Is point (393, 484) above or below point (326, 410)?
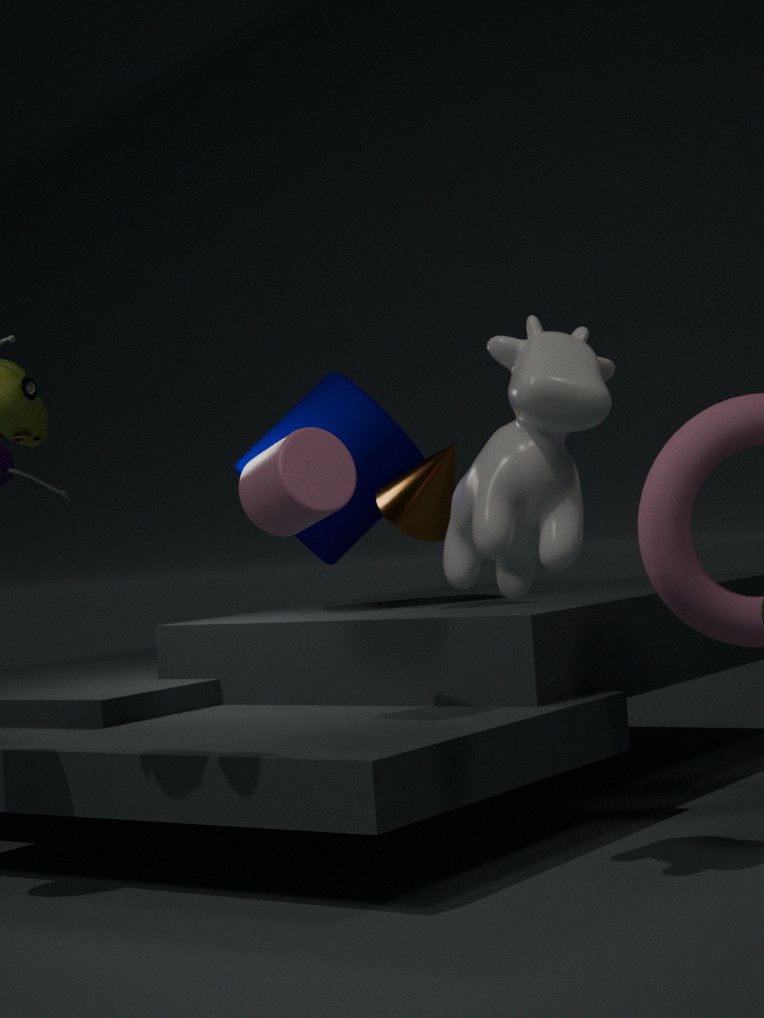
below
